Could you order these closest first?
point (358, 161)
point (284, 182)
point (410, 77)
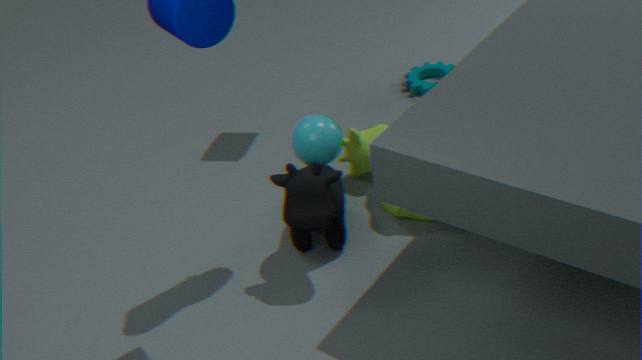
point (284, 182) → point (358, 161) → point (410, 77)
